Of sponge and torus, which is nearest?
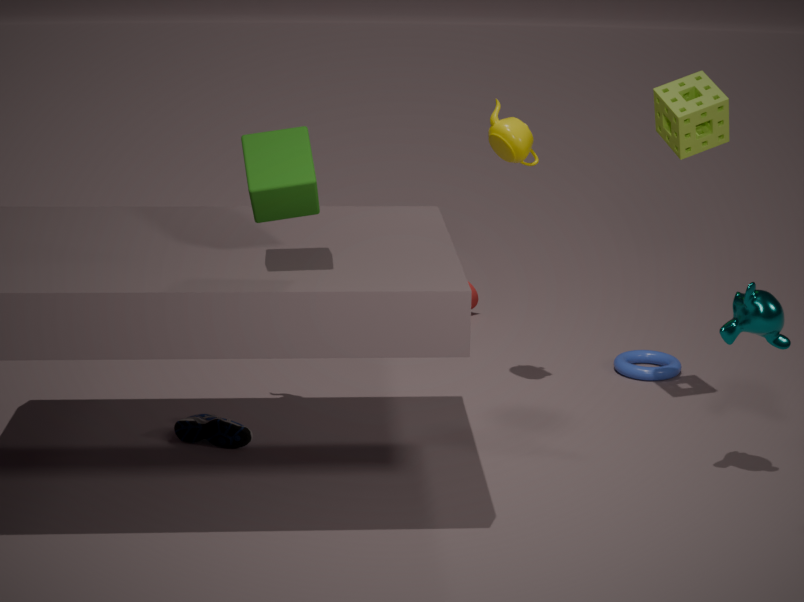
sponge
